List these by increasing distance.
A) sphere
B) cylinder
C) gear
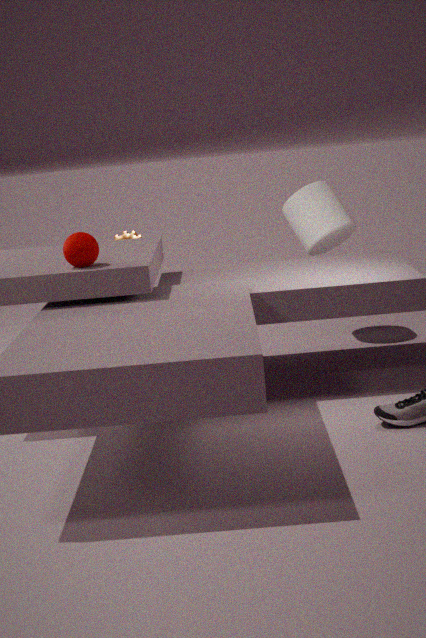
sphere < cylinder < gear
